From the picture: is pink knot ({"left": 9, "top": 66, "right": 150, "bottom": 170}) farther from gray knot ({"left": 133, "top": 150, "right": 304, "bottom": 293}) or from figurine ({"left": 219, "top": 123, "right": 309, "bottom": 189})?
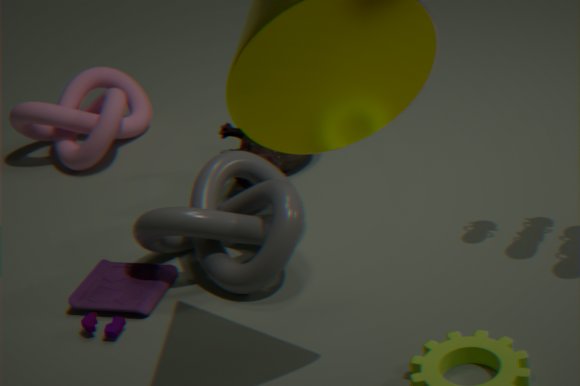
gray knot ({"left": 133, "top": 150, "right": 304, "bottom": 293})
